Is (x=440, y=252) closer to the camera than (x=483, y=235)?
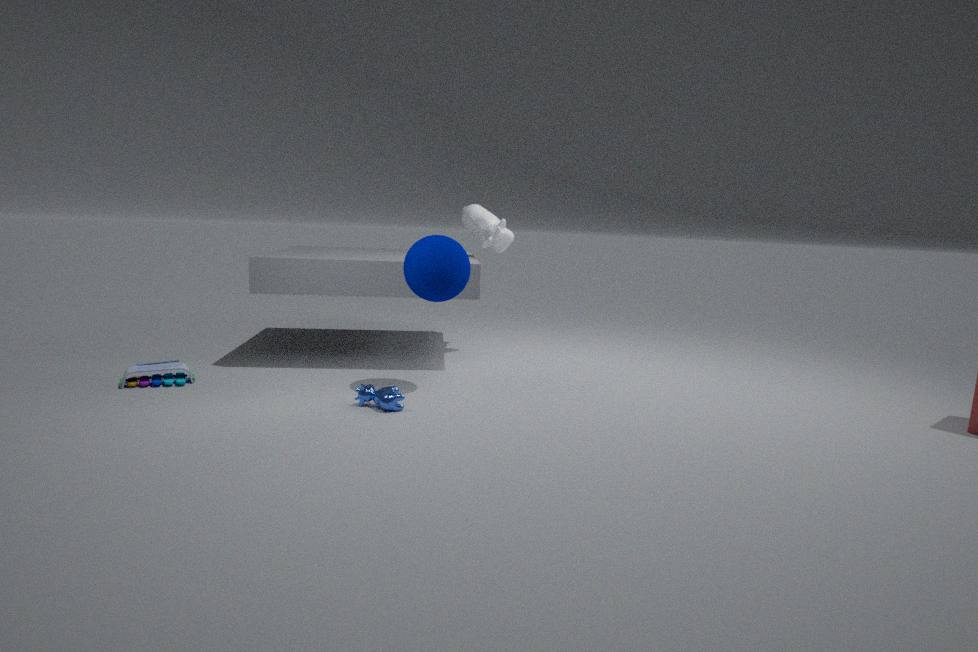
Yes
